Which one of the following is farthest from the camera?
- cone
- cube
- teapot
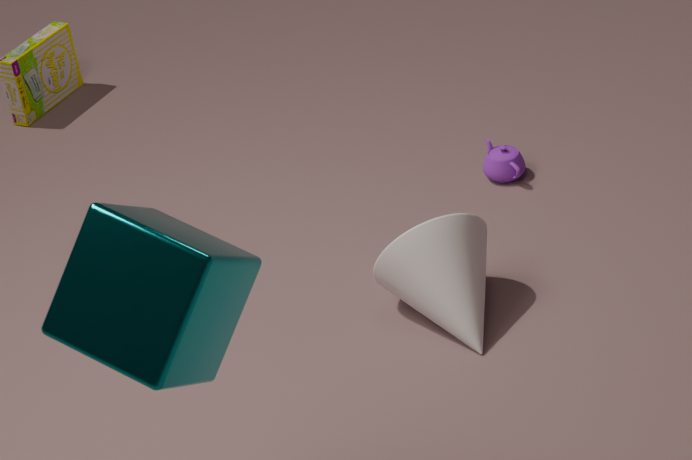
teapot
